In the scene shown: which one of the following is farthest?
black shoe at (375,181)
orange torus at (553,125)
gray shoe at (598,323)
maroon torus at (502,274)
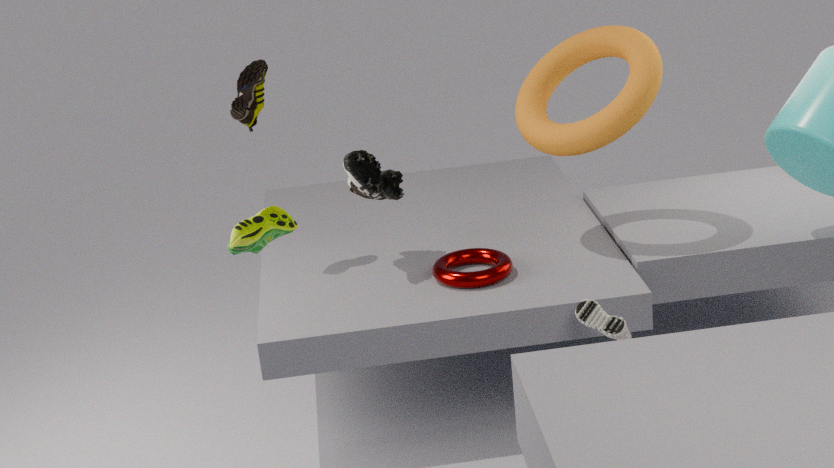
black shoe at (375,181)
